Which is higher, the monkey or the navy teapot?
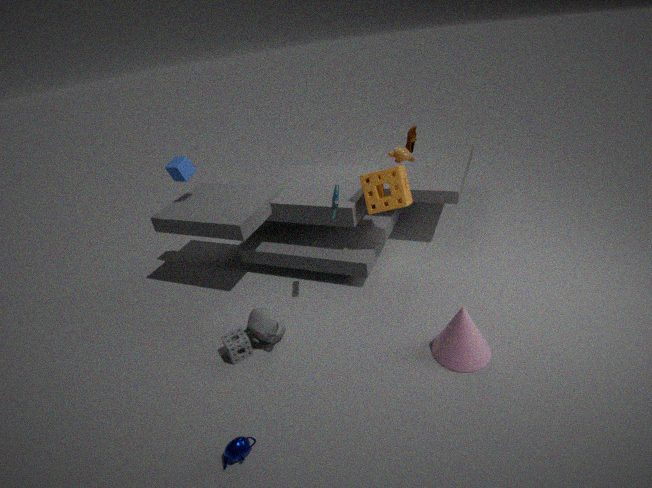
the monkey
